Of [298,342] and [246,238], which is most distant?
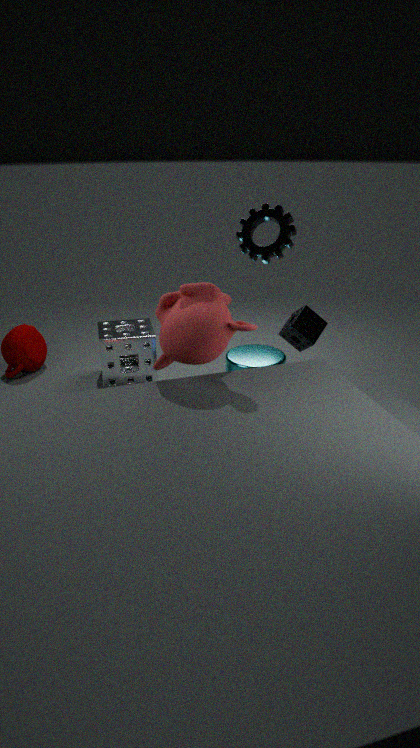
[298,342]
